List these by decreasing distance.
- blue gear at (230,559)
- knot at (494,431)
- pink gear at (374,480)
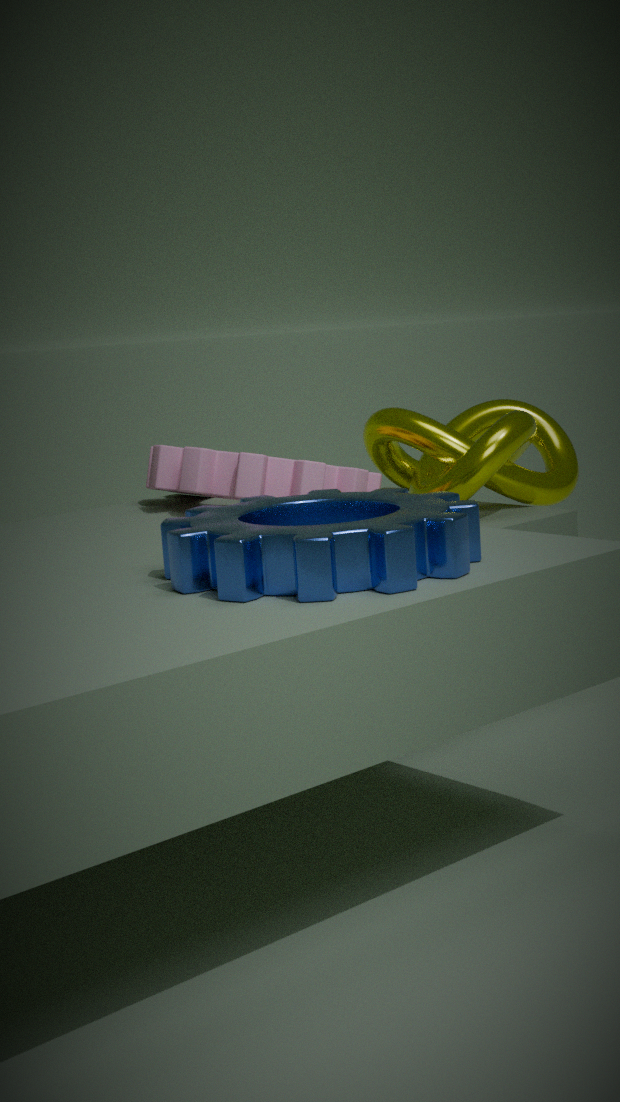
knot at (494,431) < pink gear at (374,480) < blue gear at (230,559)
